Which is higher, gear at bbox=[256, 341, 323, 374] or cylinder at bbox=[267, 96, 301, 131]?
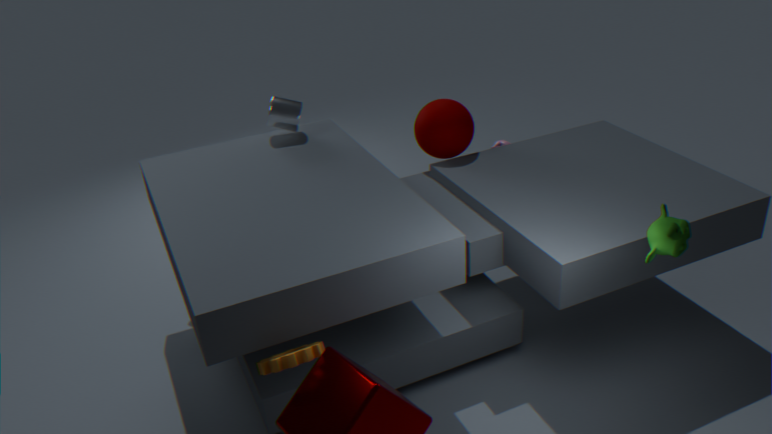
cylinder at bbox=[267, 96, 301, 131]
